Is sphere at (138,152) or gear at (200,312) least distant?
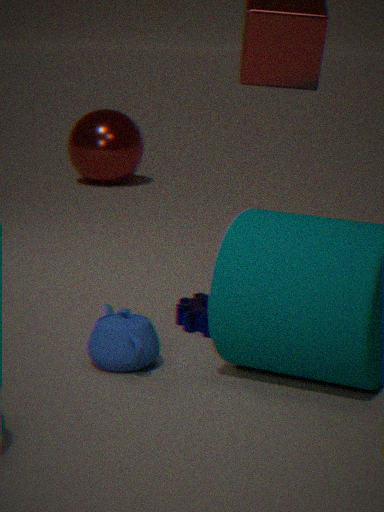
gear at (200,312)
